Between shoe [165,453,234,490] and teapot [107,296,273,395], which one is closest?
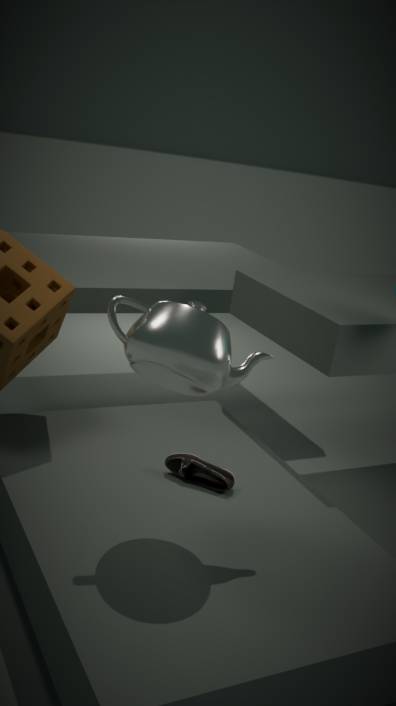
teapot [107,296,273,395]
